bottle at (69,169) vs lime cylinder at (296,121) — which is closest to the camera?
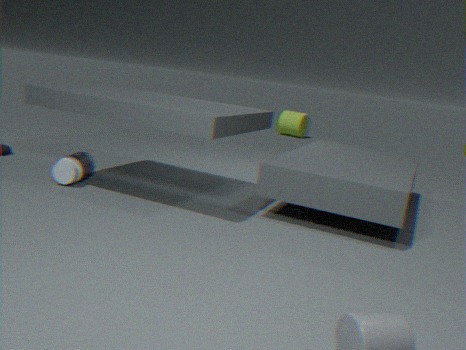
bottle at (69,169)
